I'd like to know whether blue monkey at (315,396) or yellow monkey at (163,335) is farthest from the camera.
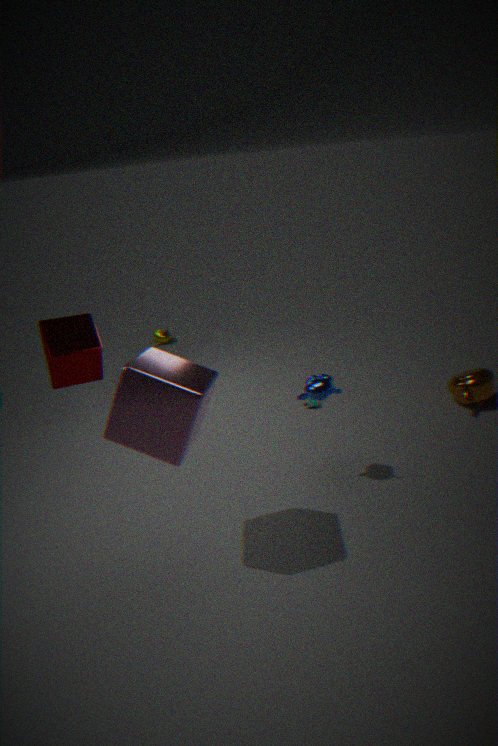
yellow monkey at (163,335)
